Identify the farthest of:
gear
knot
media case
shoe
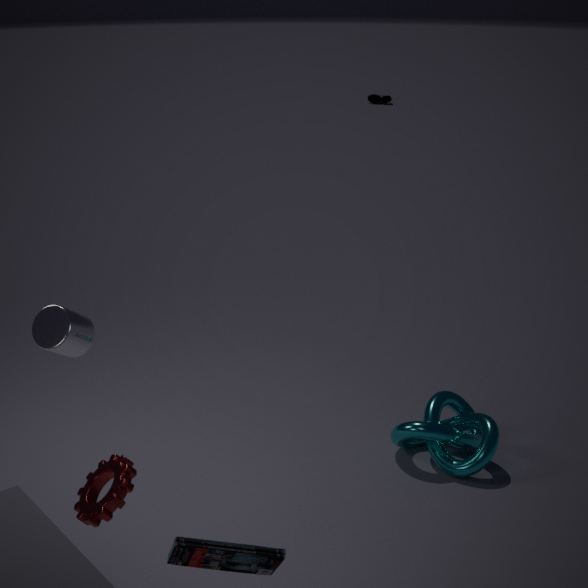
shoe
